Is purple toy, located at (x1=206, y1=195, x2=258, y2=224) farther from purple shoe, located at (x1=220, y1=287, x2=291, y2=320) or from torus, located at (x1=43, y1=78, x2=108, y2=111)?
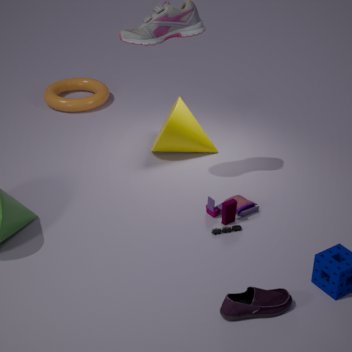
torus, located at (x1=43, y1=78, x2=108, y2=111)
